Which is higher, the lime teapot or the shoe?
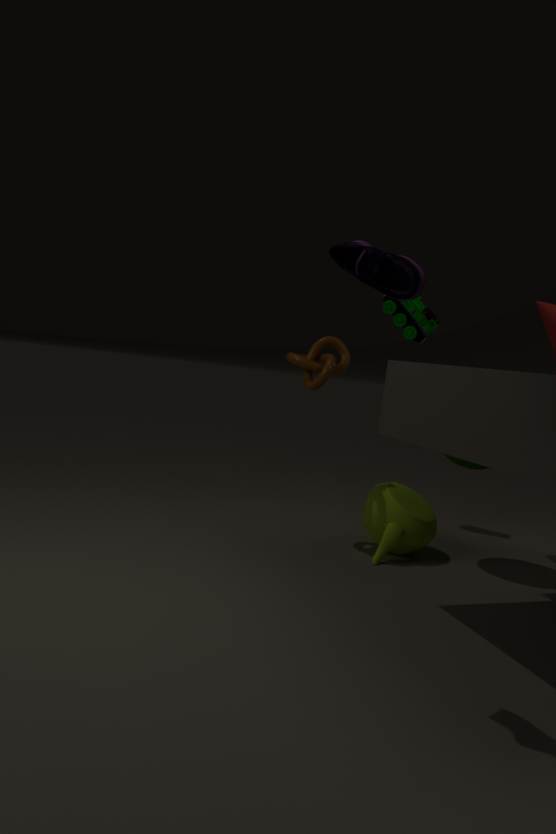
the shoe
